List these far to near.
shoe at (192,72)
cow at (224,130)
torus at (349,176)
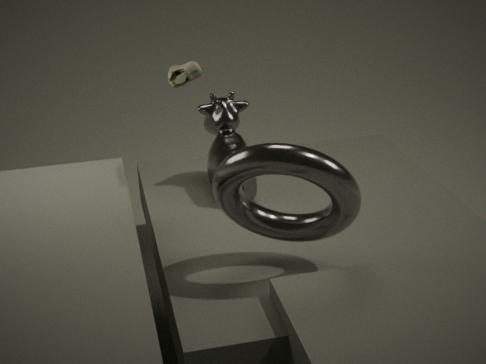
cow at (224,130) → shoe at (192,72) → torus at (349,176)
